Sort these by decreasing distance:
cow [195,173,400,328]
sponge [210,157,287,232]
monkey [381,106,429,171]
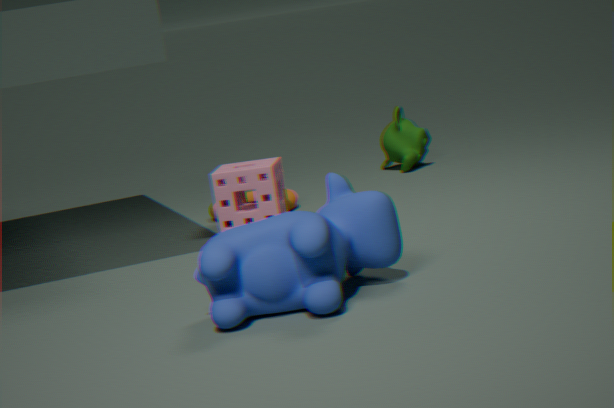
monkey [381,106,429,171] < sponge [210,157,287,232] < cow [195,173,400,328]
